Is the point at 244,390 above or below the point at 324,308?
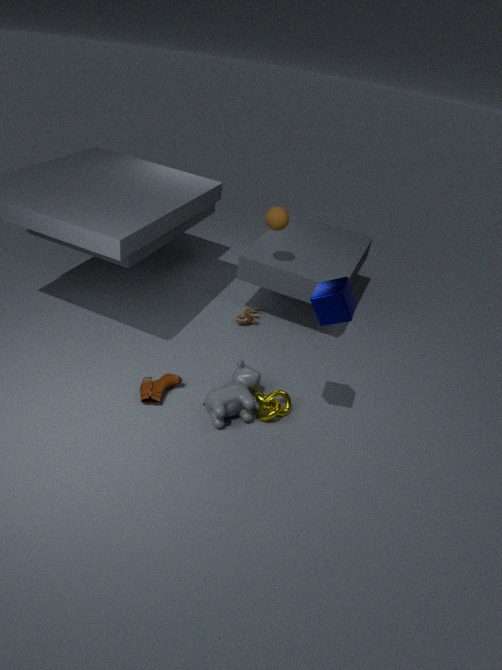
below
